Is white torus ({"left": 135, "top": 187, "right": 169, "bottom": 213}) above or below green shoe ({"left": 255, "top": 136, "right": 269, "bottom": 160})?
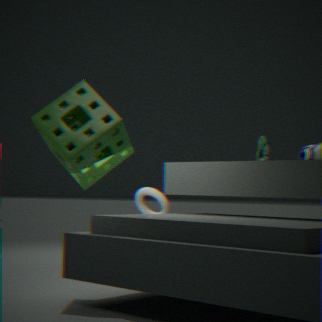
below
